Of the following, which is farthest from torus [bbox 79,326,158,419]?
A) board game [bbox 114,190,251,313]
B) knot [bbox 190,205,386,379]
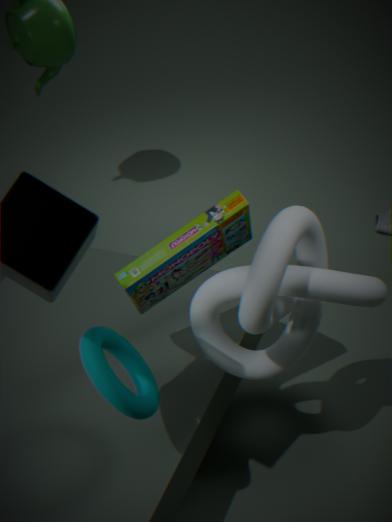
knot [bbox 190,205,386,379]
